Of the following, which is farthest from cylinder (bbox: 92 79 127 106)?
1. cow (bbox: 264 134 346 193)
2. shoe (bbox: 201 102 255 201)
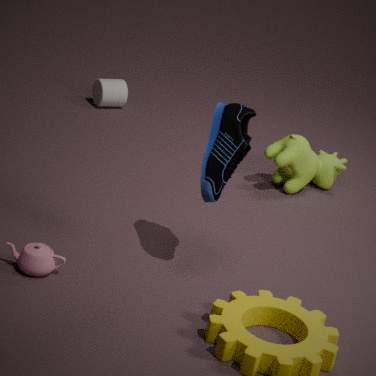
shoe (bbox: 201 102 255 201)
